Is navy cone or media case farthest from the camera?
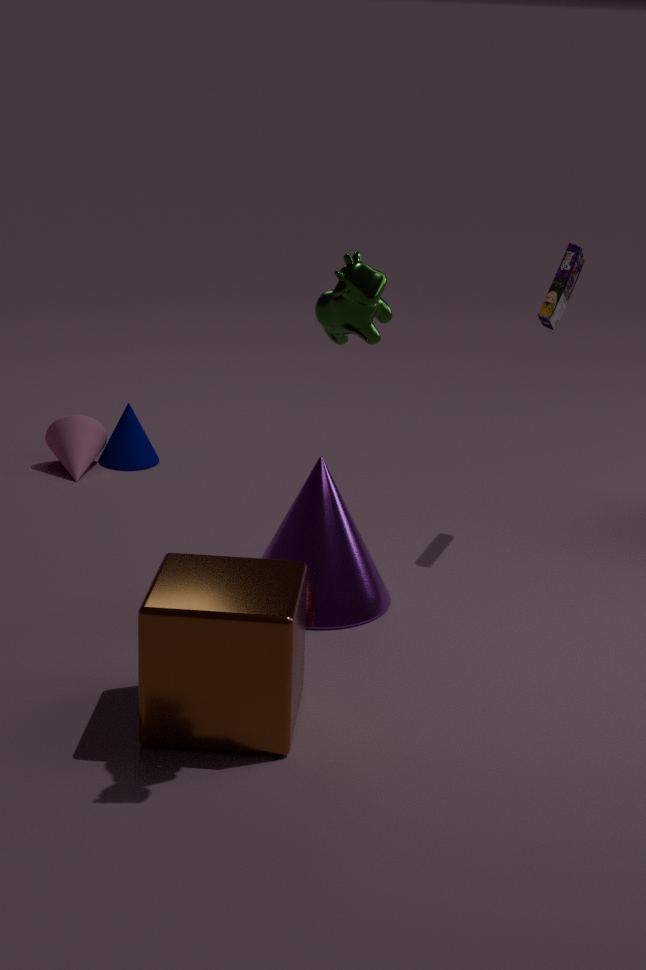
navy cone
